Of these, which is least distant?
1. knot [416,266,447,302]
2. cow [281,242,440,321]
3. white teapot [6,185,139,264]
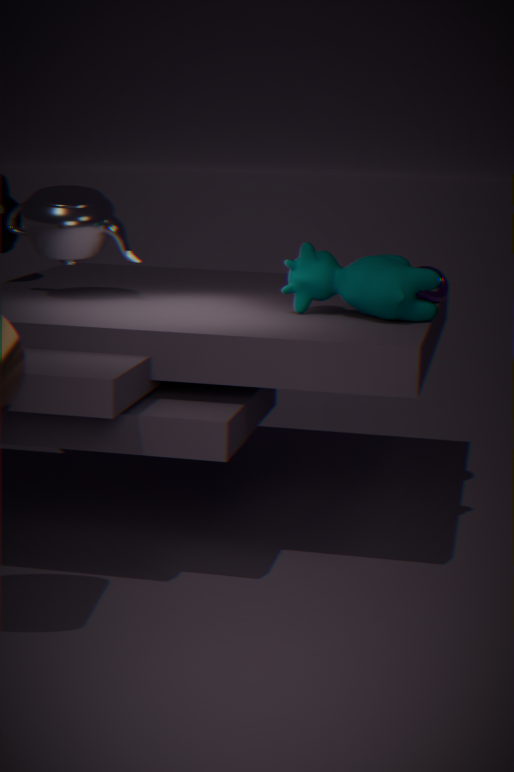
cow [281,242,440,321]
